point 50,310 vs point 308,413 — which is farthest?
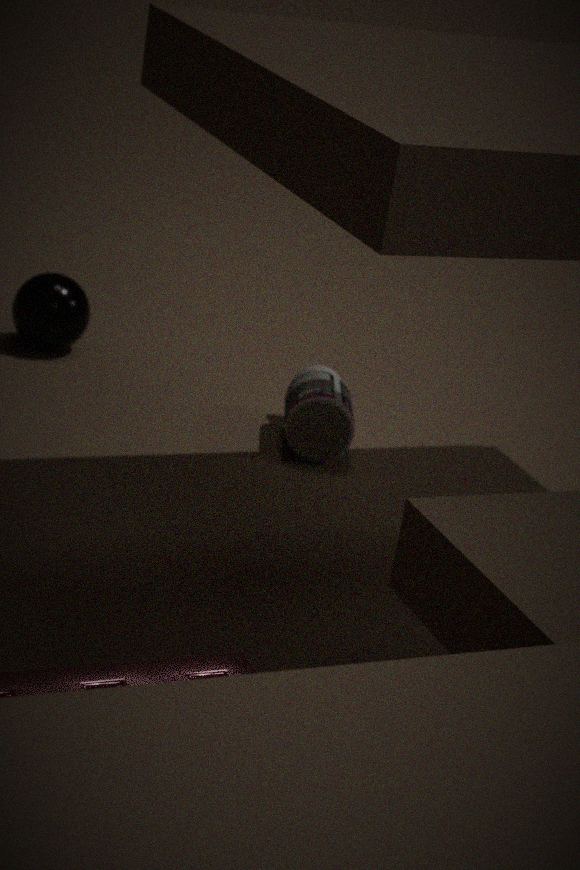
point 50,310
